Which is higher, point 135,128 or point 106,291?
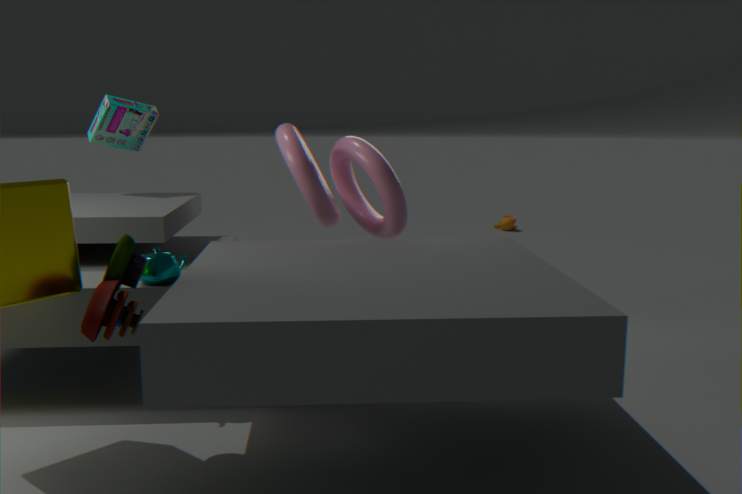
point 135,128
